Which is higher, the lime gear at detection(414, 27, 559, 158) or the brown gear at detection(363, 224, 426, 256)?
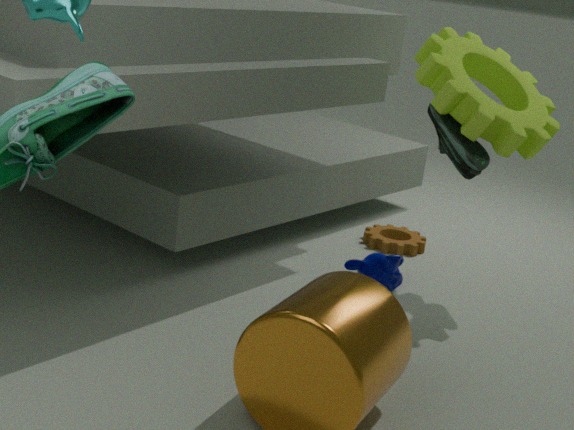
the lime gear at detection(414, 27, 559, 158)
